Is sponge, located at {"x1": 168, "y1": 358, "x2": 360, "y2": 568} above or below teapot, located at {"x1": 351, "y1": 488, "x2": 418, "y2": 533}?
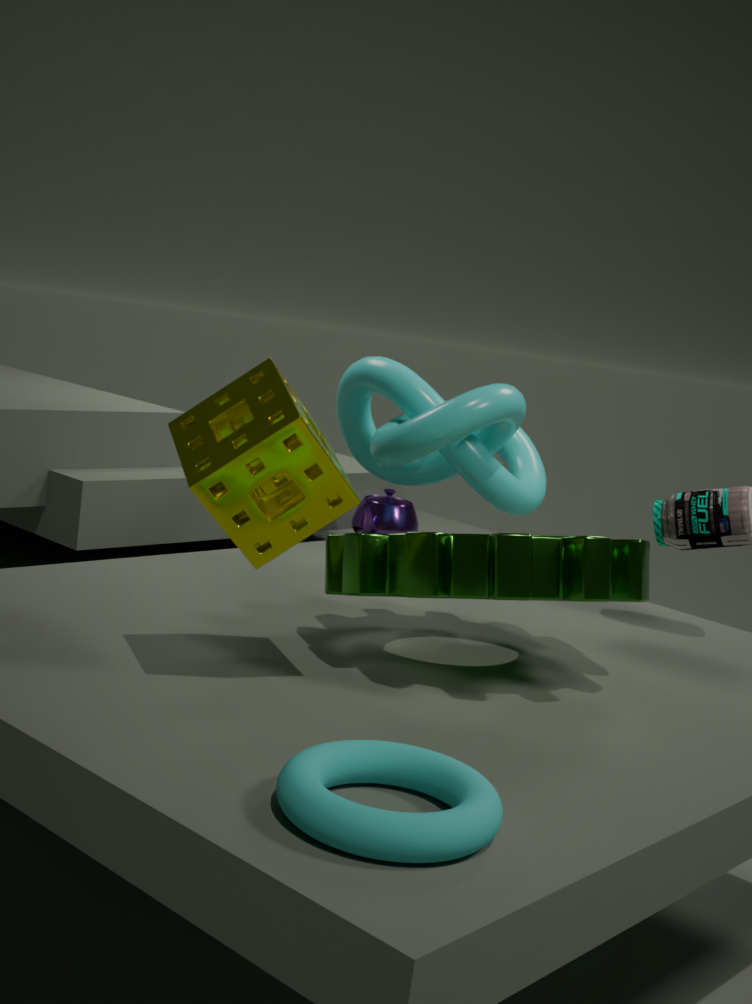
above
